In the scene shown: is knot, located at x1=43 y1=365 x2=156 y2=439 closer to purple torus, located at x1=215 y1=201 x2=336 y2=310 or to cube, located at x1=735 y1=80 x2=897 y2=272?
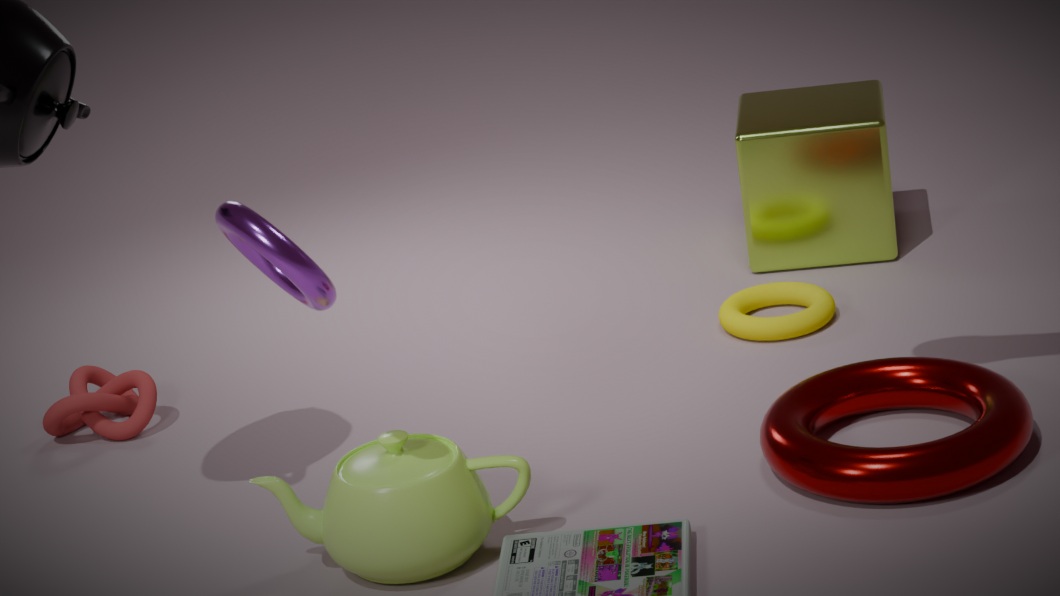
purple torus, located at x1=215 y1=201 x2=336 y2=310
